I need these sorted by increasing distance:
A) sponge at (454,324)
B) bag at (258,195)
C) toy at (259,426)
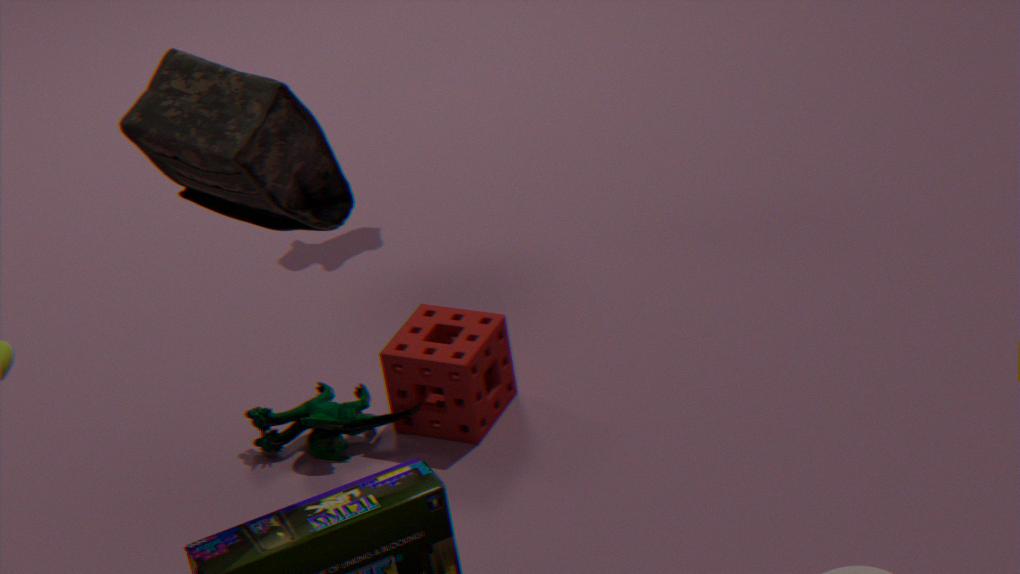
bag at (258,195)
sponge at (454,324)
toy at (259,426)
